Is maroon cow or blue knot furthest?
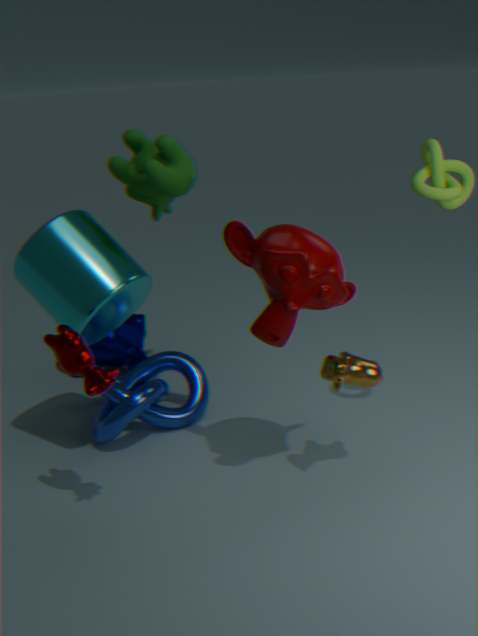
blue knot
